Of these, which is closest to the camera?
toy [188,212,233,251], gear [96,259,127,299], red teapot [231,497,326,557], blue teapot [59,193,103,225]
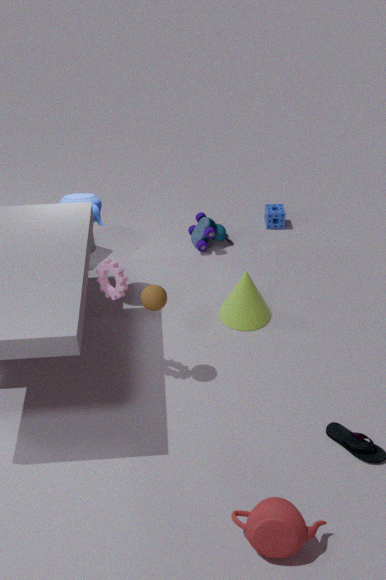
red teapot [231,497,326,557]
